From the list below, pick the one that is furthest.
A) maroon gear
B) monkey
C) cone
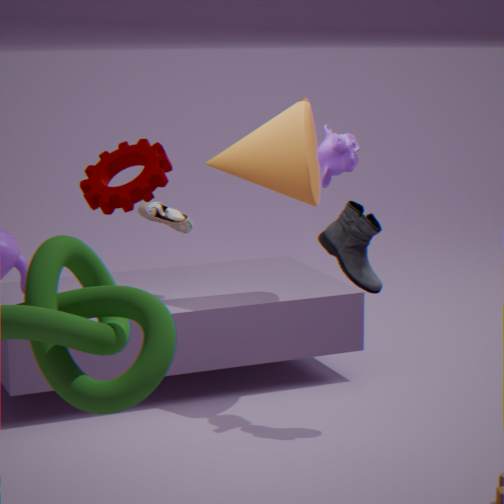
cone
